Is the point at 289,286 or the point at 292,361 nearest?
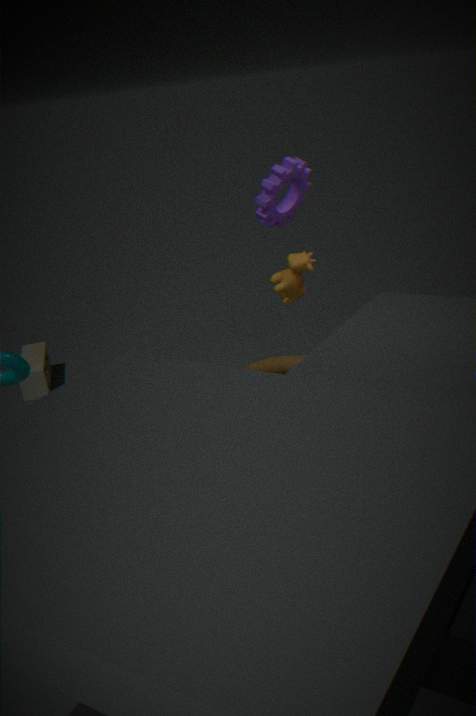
the point at 289,286
